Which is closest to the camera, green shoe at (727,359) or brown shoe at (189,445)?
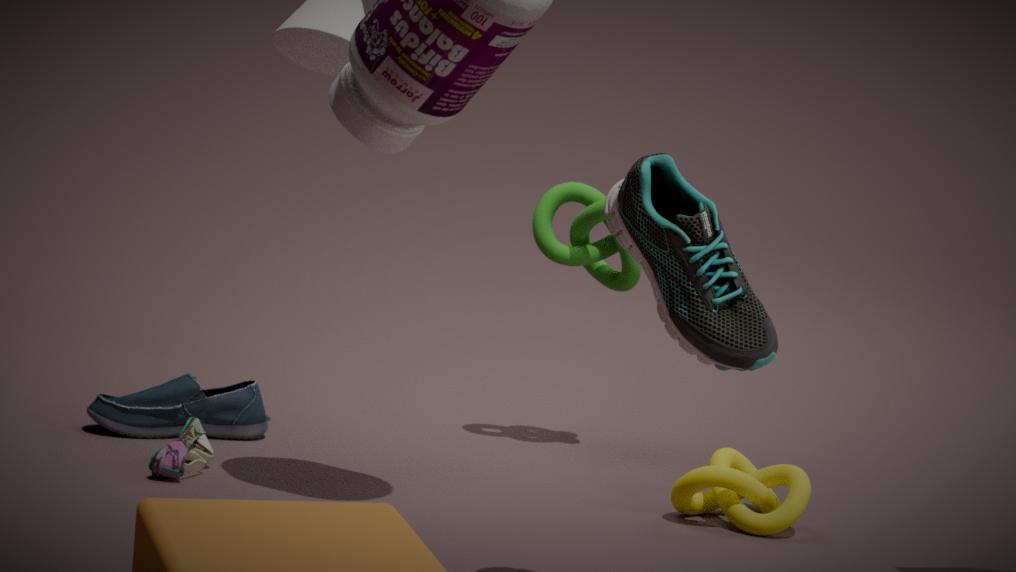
green shoe at (727,359)
